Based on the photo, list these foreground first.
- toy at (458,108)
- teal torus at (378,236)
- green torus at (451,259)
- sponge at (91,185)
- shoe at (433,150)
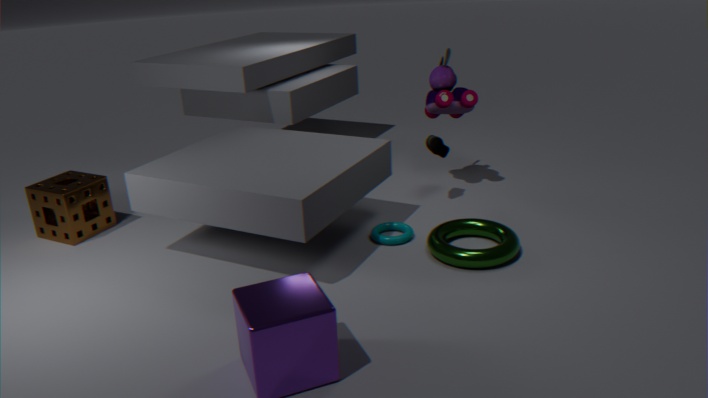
1. green torus at (451,259)
2. teal torus at (378,236)
3. sponge at (91,185)
4. shoe at (433,150)
5. toy at (458,108)
